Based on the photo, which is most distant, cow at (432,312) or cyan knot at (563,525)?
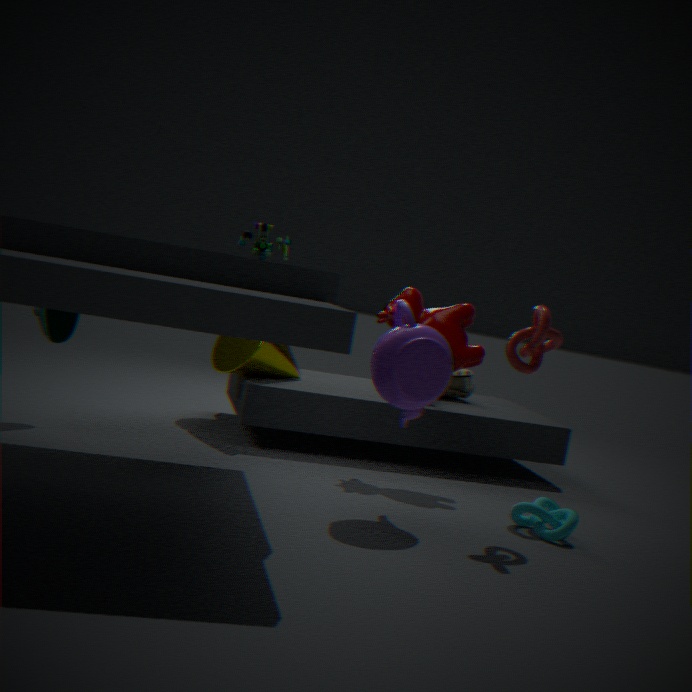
cow at (432,312)
